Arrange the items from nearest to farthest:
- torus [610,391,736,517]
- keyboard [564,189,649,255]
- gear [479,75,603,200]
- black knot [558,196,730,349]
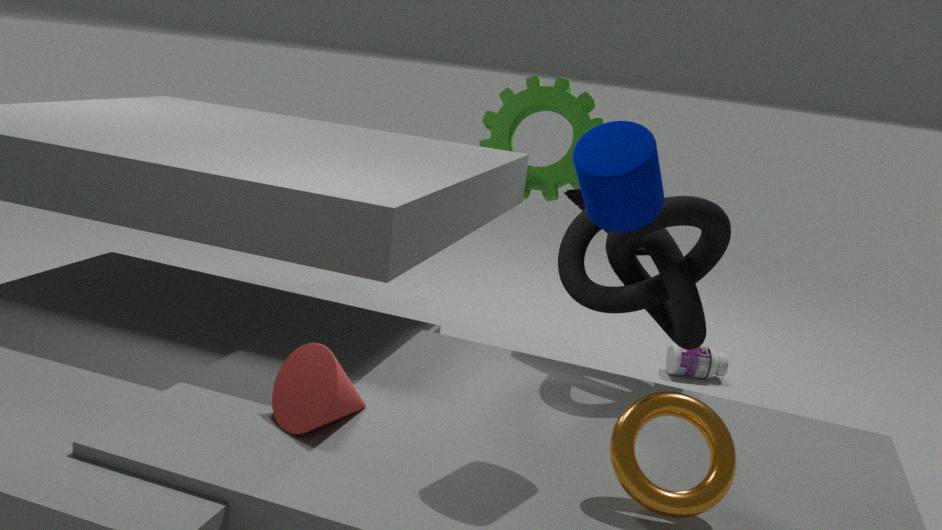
1. torus [610,391,736,517]
2. black knot [558,196,730,349]
3. keyboard [564,189,649,255]
4. gear [479,75,603,200]
